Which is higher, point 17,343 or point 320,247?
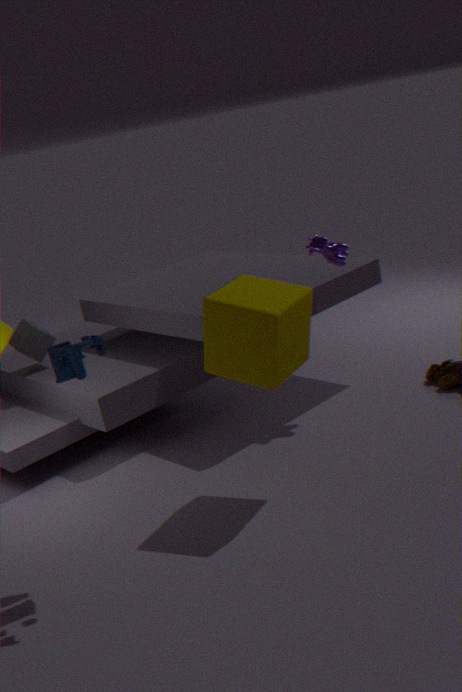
point 320,247
